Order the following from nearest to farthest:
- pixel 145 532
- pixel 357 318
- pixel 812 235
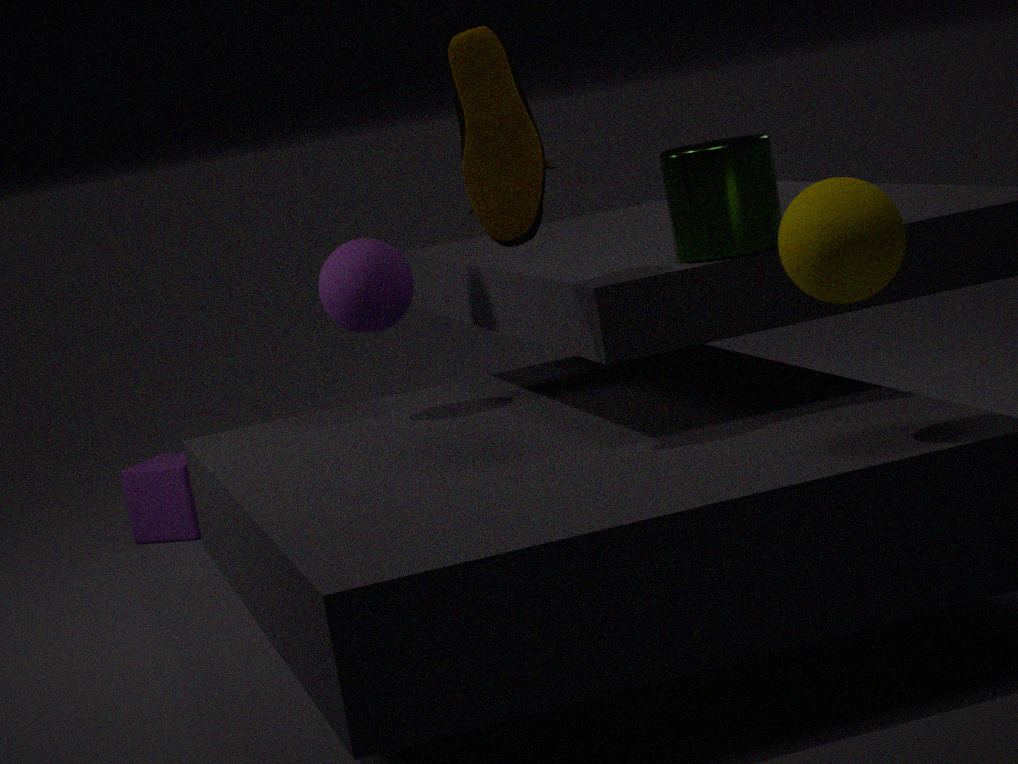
pixel 812 235
pixel 357 318
pixel 145 532
